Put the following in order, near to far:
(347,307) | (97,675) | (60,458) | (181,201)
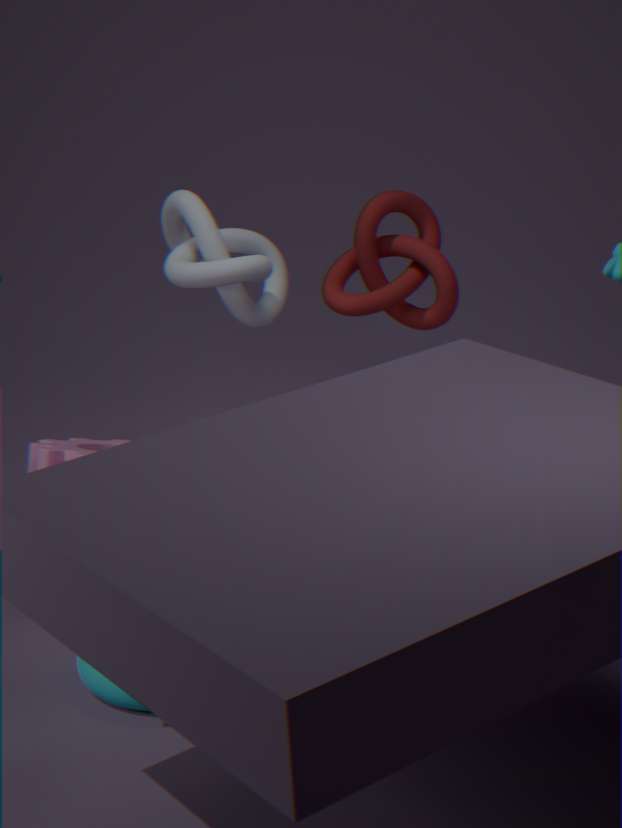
1. (97,675)
2. (60,458)
3. (181,201)
4. (347,307)
